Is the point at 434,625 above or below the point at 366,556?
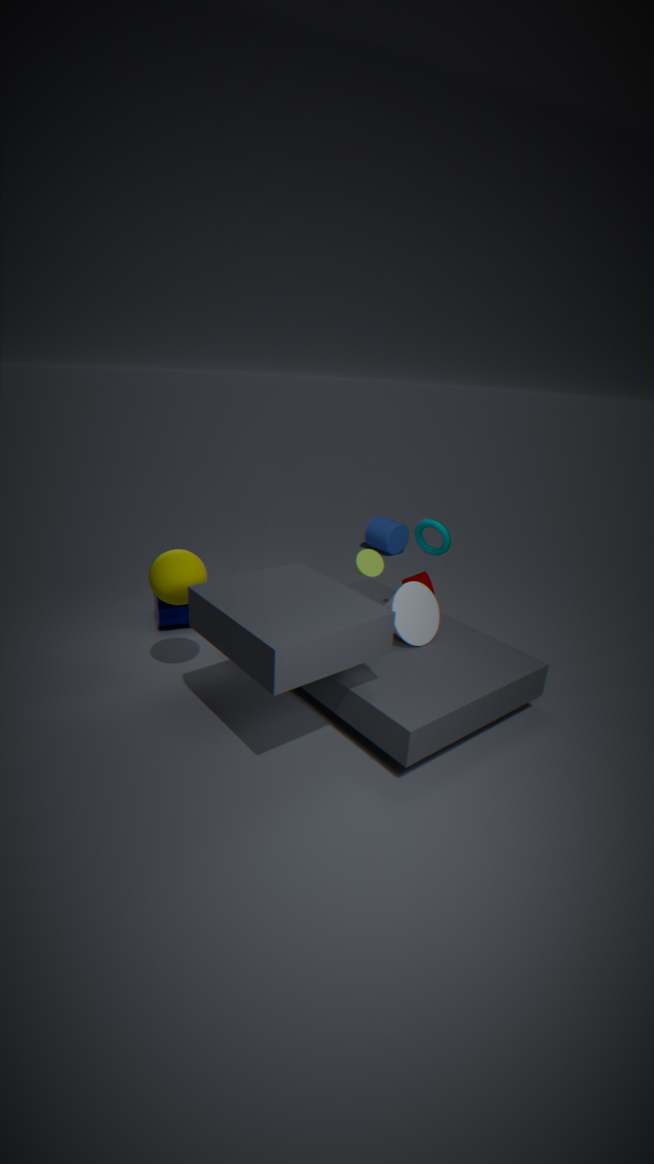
below
